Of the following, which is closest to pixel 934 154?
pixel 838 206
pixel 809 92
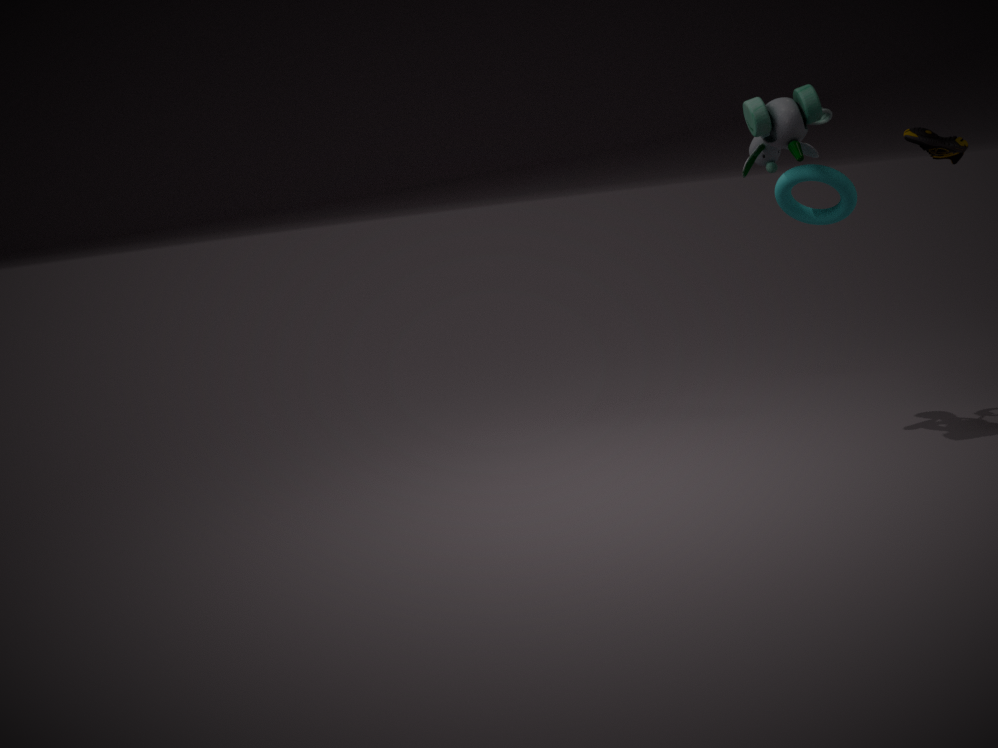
pixel 838 206
